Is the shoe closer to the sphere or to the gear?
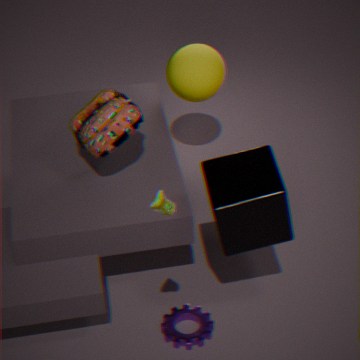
the gear
